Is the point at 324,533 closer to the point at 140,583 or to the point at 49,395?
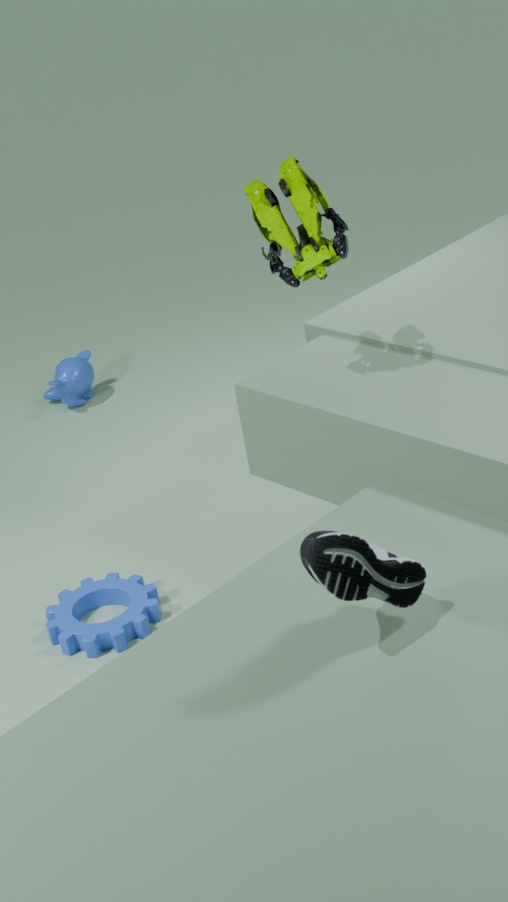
the point at 140,583
